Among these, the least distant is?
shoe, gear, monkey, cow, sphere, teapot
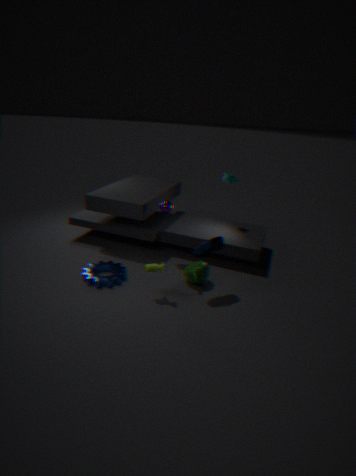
cow
